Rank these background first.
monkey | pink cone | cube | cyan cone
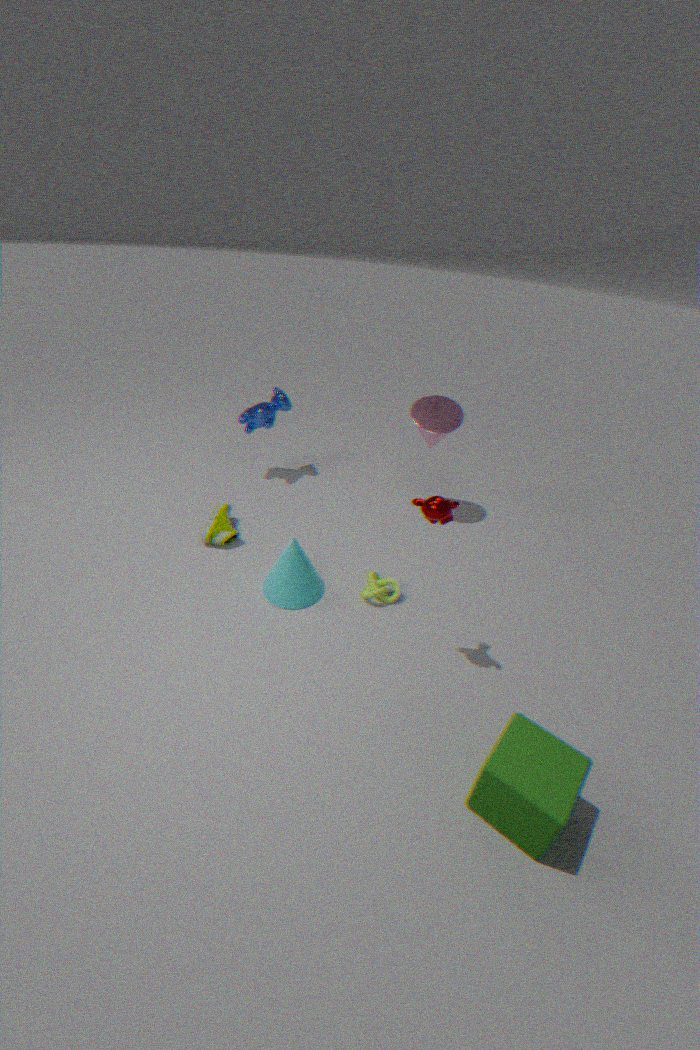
pink cone → cyan cone → monkey → cube
